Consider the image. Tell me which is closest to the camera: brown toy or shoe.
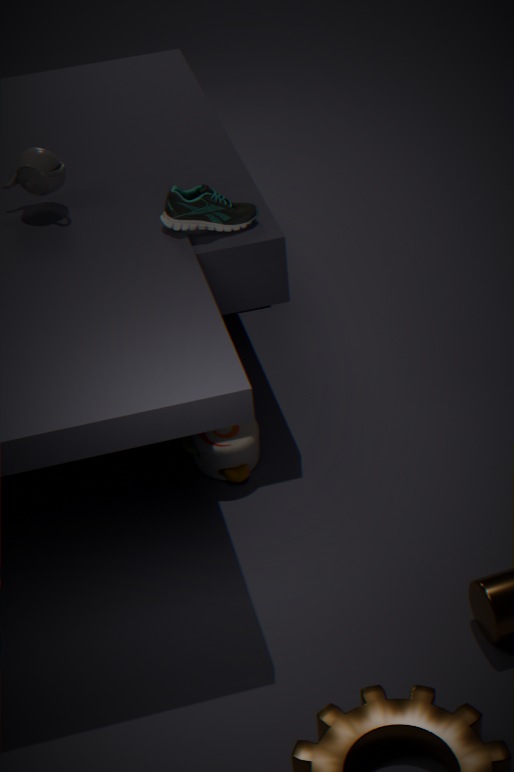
shoe
